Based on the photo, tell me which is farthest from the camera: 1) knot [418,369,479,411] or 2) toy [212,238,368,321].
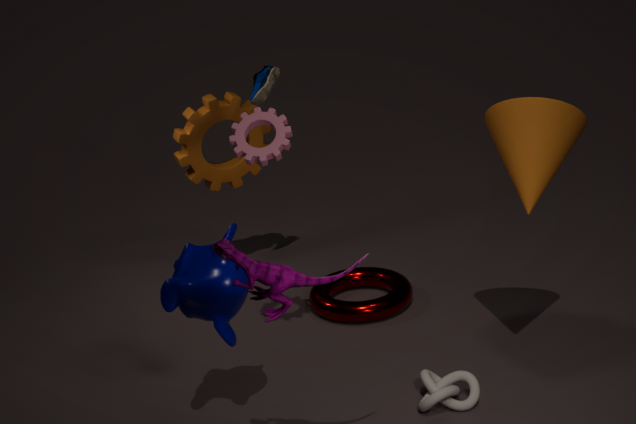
1. knot [418,369,479,411]
